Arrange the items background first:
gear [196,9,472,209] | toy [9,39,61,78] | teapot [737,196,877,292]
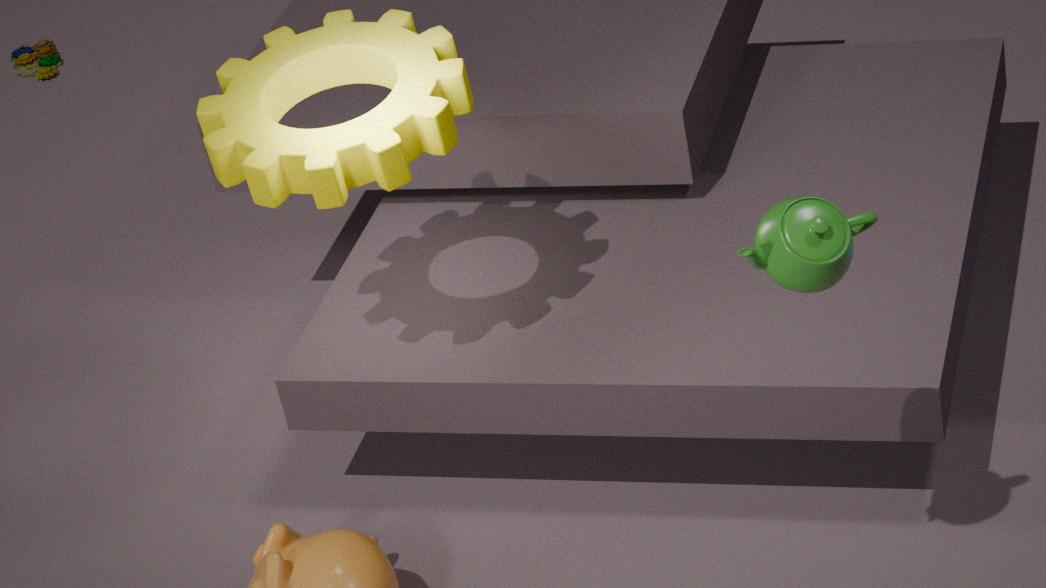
toy [9,39,61,78] → gear [196,9,472,209] → teapot [737,196,877,292]
